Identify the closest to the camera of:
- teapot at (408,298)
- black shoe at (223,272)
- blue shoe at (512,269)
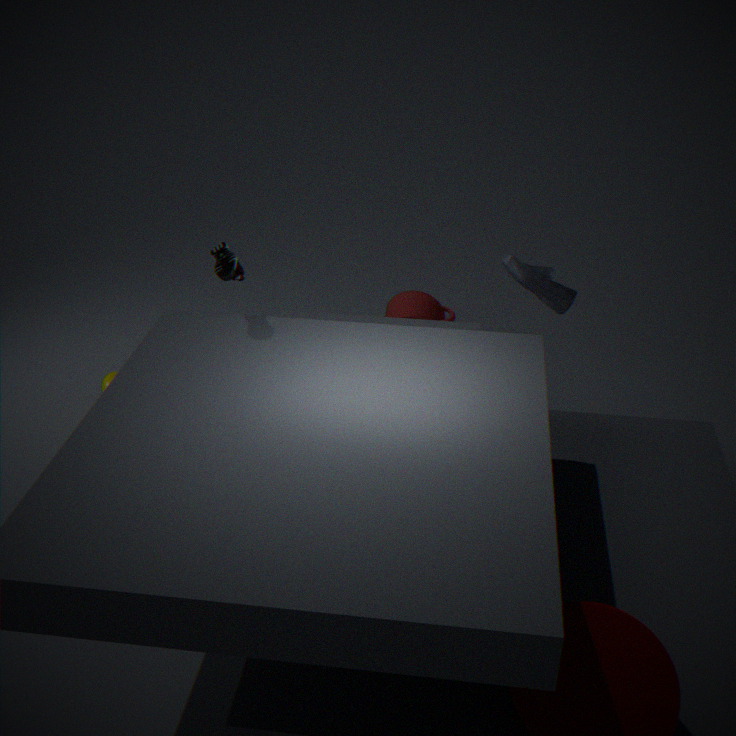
black shoe at (223,272)
